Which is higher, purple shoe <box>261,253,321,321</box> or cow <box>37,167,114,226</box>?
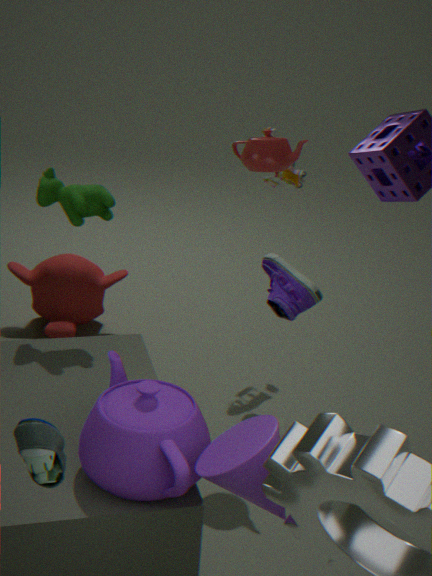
cow <box>37,167,114,226</box>
